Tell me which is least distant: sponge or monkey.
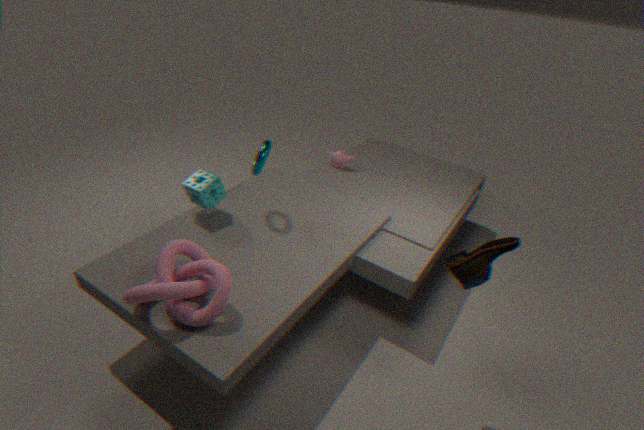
sponge
